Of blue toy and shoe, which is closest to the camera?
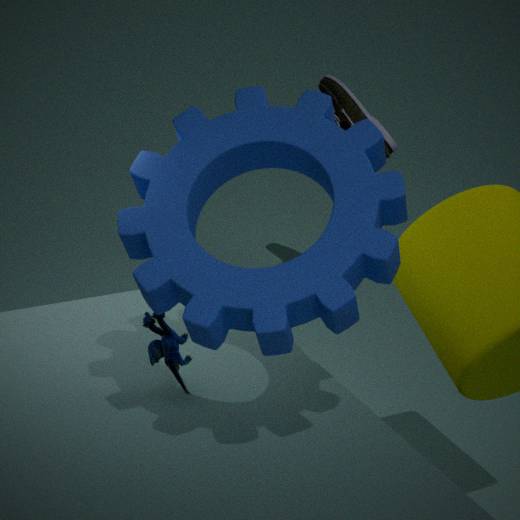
blue toy
